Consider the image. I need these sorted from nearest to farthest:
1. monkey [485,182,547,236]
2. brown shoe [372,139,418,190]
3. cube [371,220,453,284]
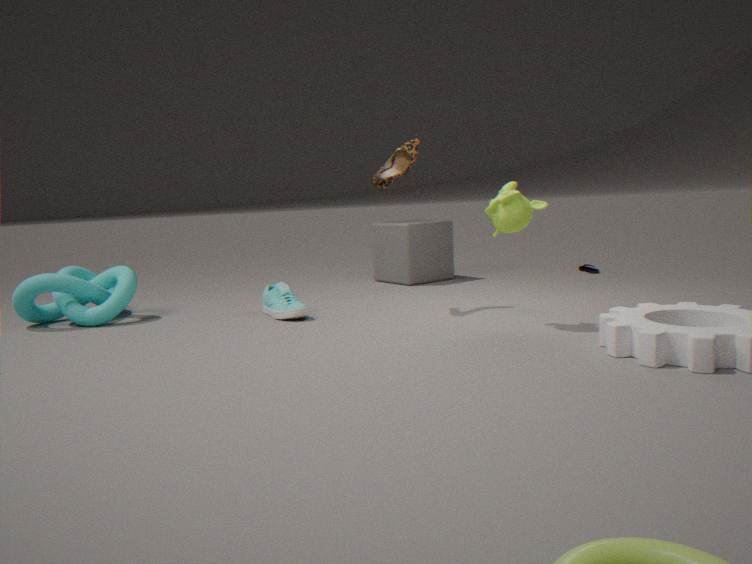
1. monkey [485,182,547,236]
2. brown shoe [372,139,418,190]
3. cube [371,220,453,284]
